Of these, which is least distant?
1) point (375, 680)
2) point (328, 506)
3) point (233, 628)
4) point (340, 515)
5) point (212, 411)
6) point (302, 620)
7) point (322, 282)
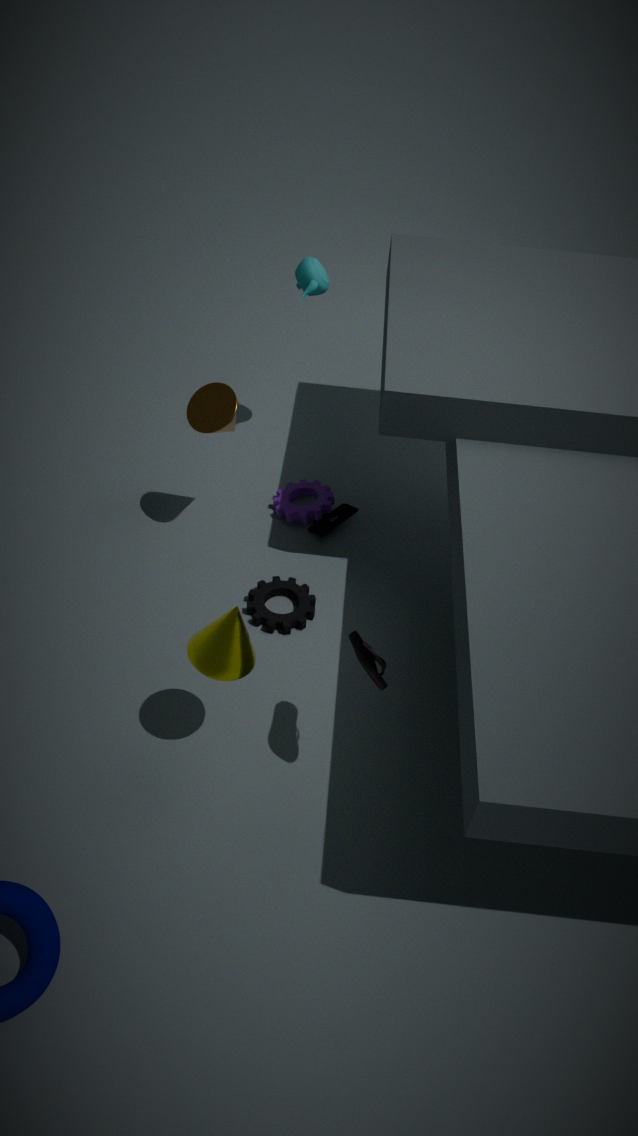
1. point (375, 680)
